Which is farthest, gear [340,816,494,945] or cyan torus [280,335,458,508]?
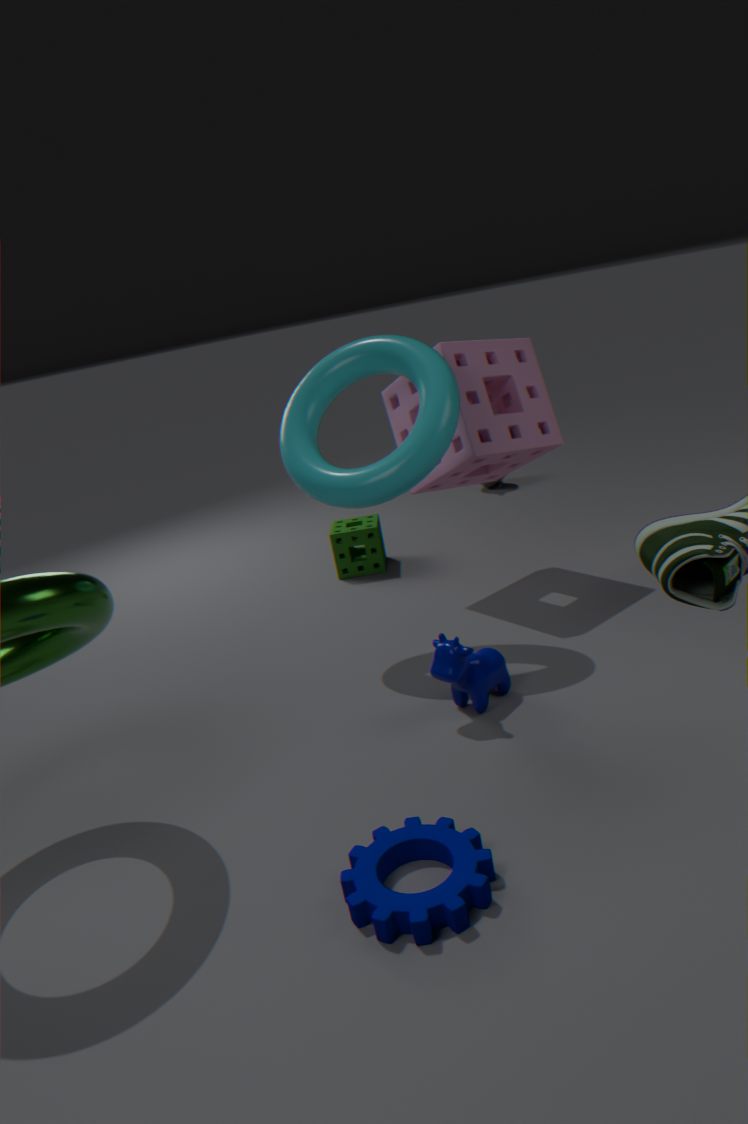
cyan torus [280,335,458,508]
